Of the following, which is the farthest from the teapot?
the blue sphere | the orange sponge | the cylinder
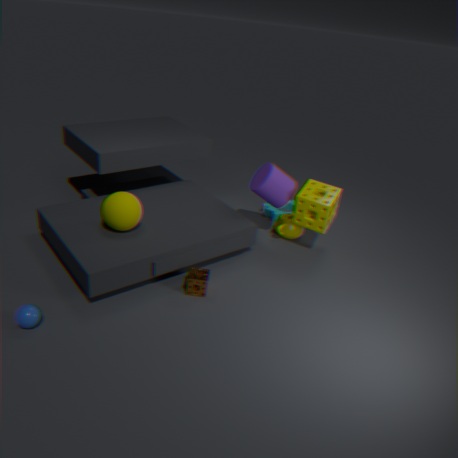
the blue sphere
